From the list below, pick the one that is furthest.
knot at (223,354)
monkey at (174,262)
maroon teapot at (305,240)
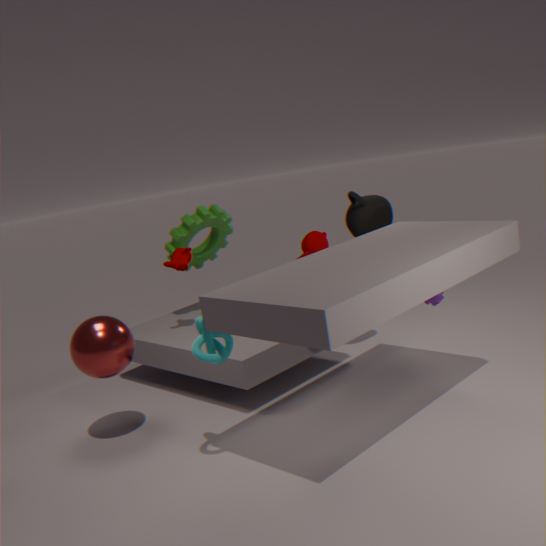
monkey at (174,262)
